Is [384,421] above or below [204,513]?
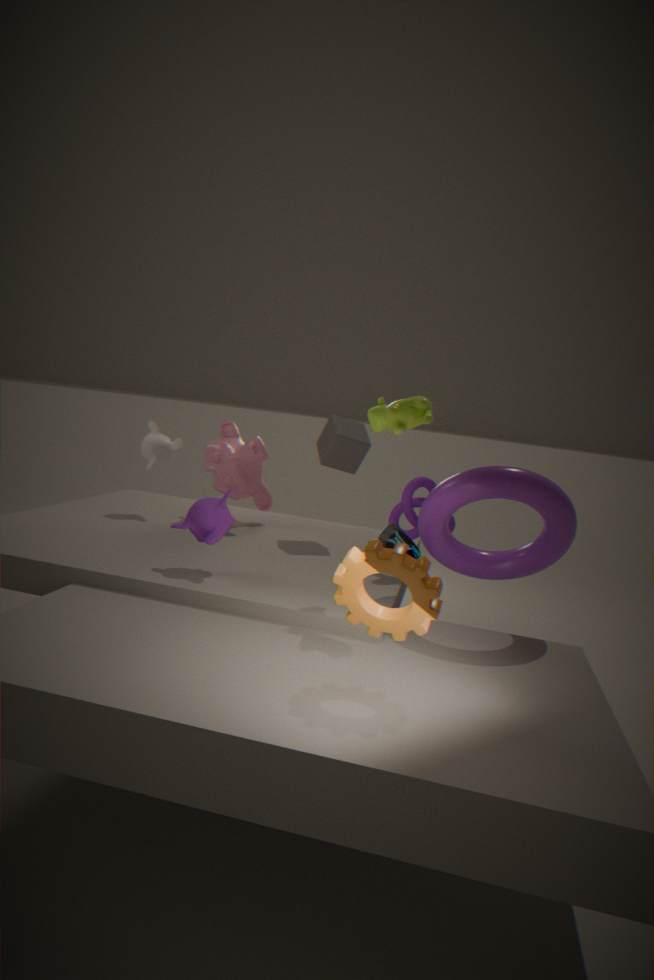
above
